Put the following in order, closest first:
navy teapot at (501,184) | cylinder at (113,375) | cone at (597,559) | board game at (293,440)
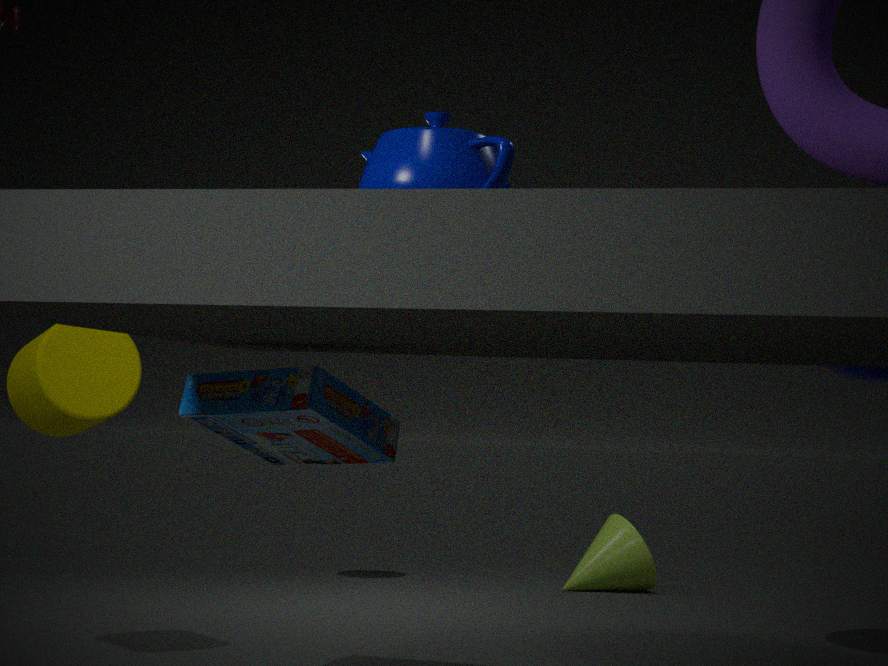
navy teapot at (501,184) → board game at (293,440) → cylinder at (113,375) → cone at (597,559)
